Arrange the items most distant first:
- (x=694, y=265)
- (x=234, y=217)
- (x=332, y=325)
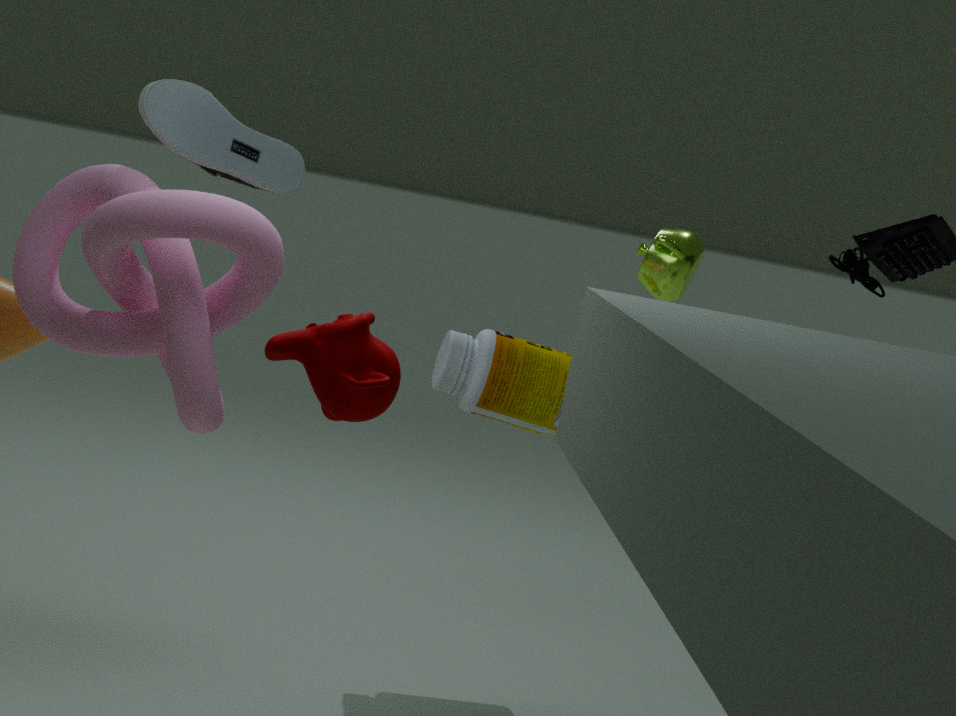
(x=694, y=265) → (x=234, y=217) → (x=332, y=325)
